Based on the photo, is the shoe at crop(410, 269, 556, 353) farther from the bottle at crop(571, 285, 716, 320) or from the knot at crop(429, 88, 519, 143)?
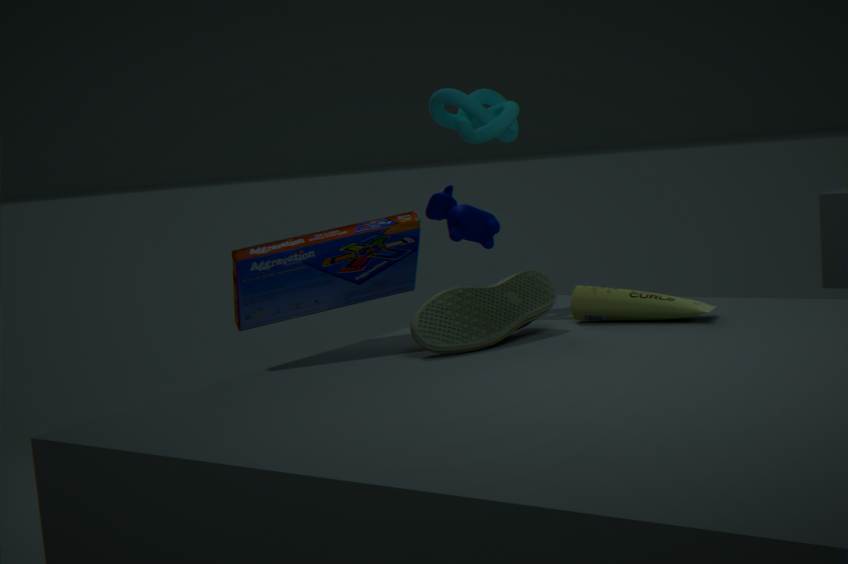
the knot at crop(429, 88, 519, 143)
